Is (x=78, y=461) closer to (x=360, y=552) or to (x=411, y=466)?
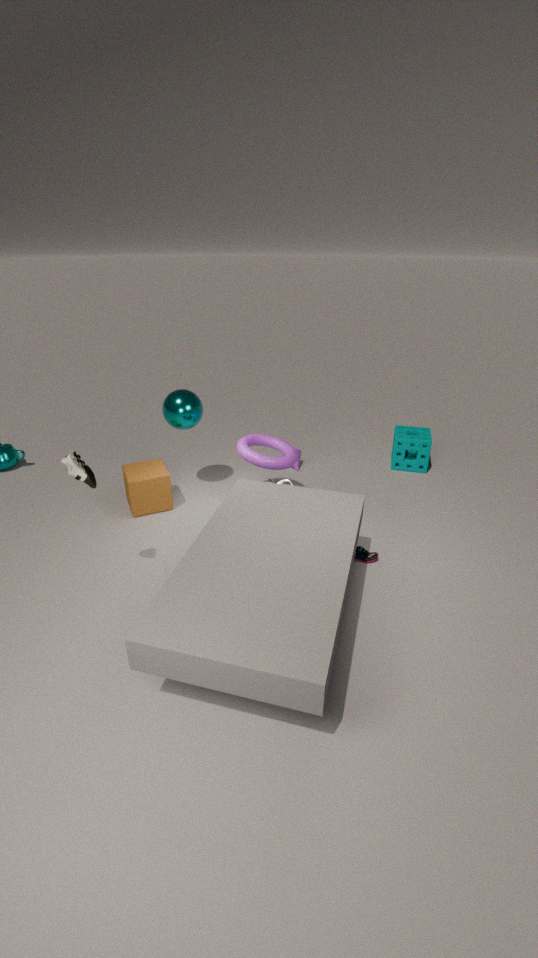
(x=360, y=552)
